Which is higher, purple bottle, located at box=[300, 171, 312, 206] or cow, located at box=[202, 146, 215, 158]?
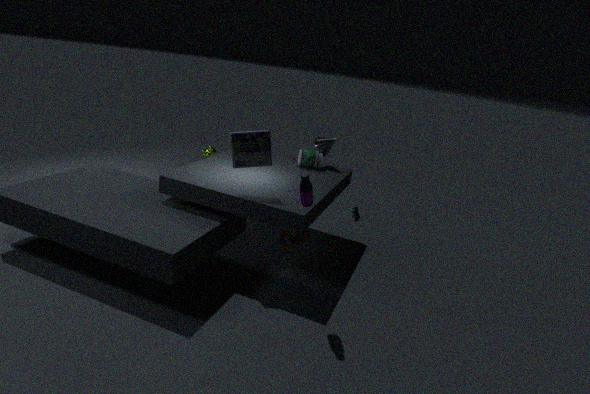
purple bottle, located at box=[300, 171, 312, 206]
